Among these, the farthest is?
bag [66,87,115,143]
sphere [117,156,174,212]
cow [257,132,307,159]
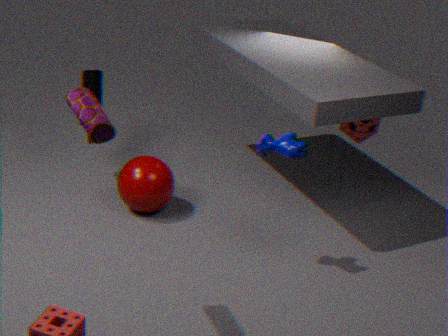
sphere [117,156,174,212]
